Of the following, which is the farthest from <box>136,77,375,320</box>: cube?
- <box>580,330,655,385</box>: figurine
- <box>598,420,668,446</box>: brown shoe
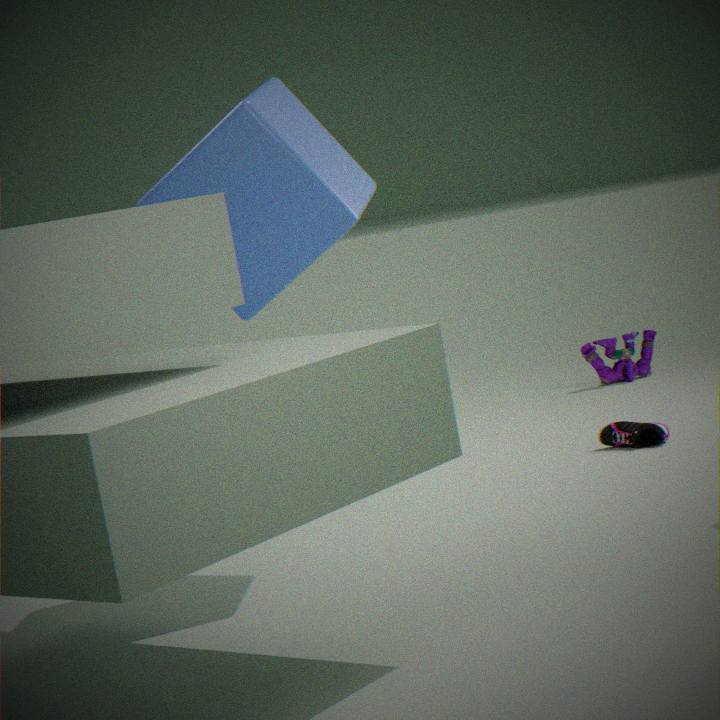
<box>580,330,655,385</box>: figurine
